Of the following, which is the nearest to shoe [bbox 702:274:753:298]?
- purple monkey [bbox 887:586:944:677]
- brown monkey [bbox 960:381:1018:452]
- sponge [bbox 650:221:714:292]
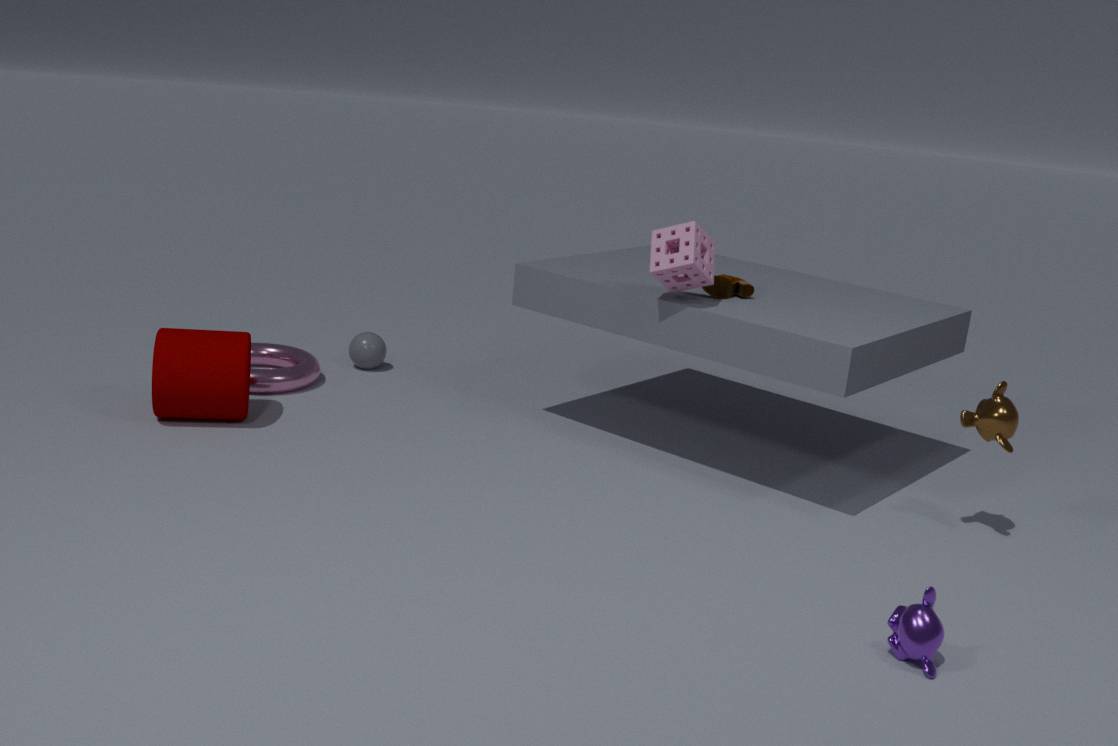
sponge [bbox 650:221:714:292]
